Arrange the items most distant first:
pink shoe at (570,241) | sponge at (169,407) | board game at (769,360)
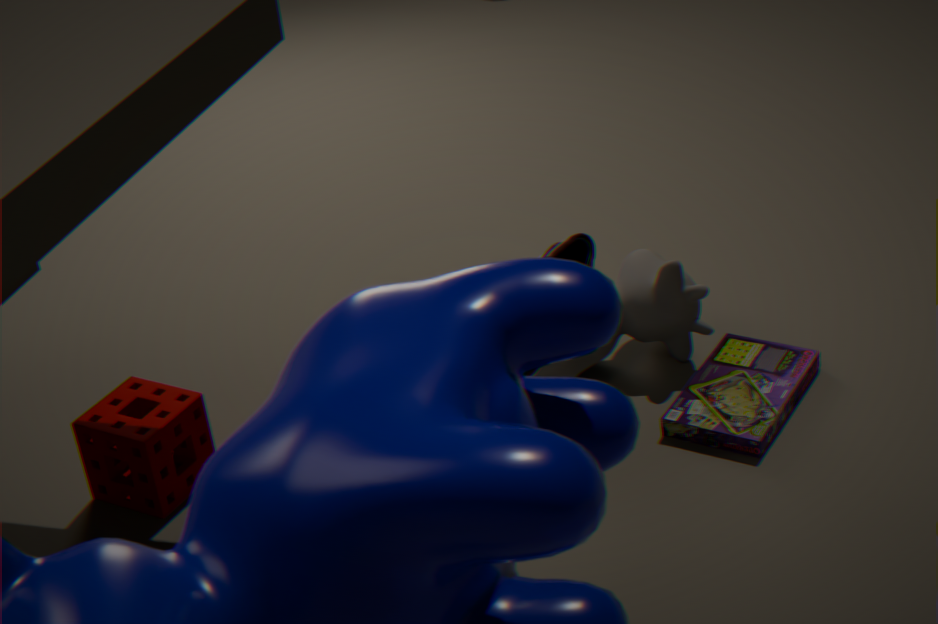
board game at (769,360) → sponge at (169,407) → pink shoe at (570,241)
